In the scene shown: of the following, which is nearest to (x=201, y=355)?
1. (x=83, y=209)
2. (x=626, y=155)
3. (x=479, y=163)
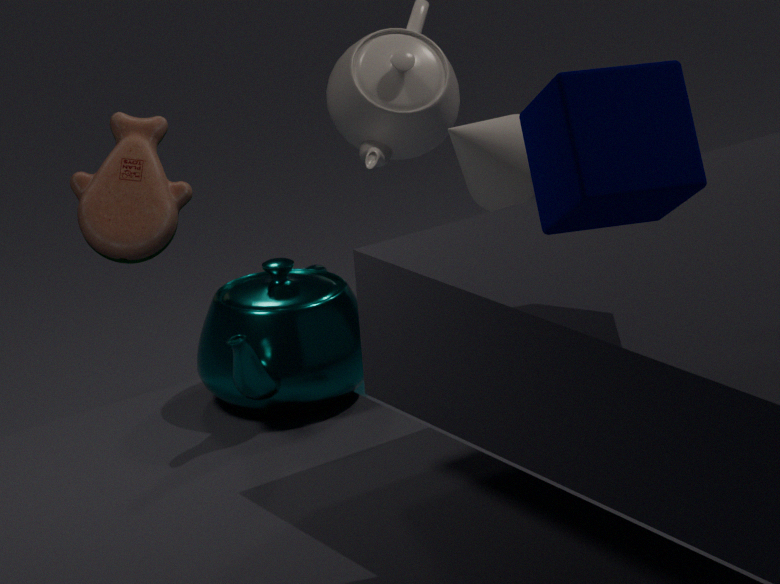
(x=83, y=209)
